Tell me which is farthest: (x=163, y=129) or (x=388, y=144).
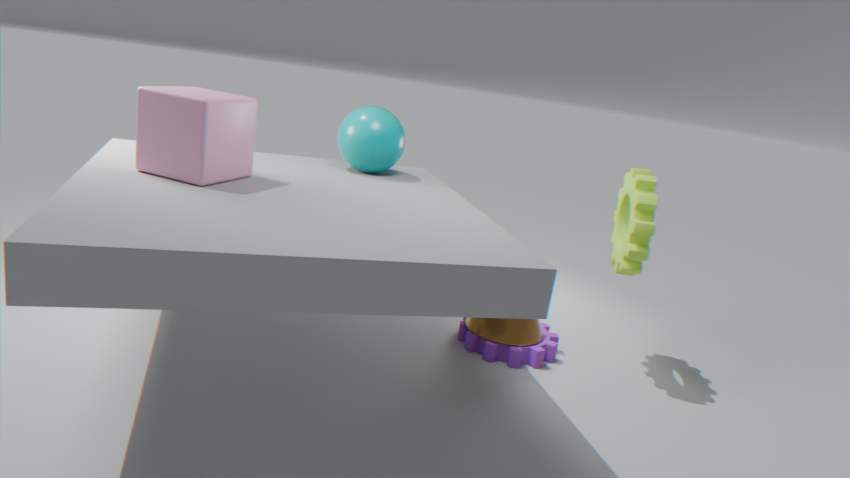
(x=388, y=144)
